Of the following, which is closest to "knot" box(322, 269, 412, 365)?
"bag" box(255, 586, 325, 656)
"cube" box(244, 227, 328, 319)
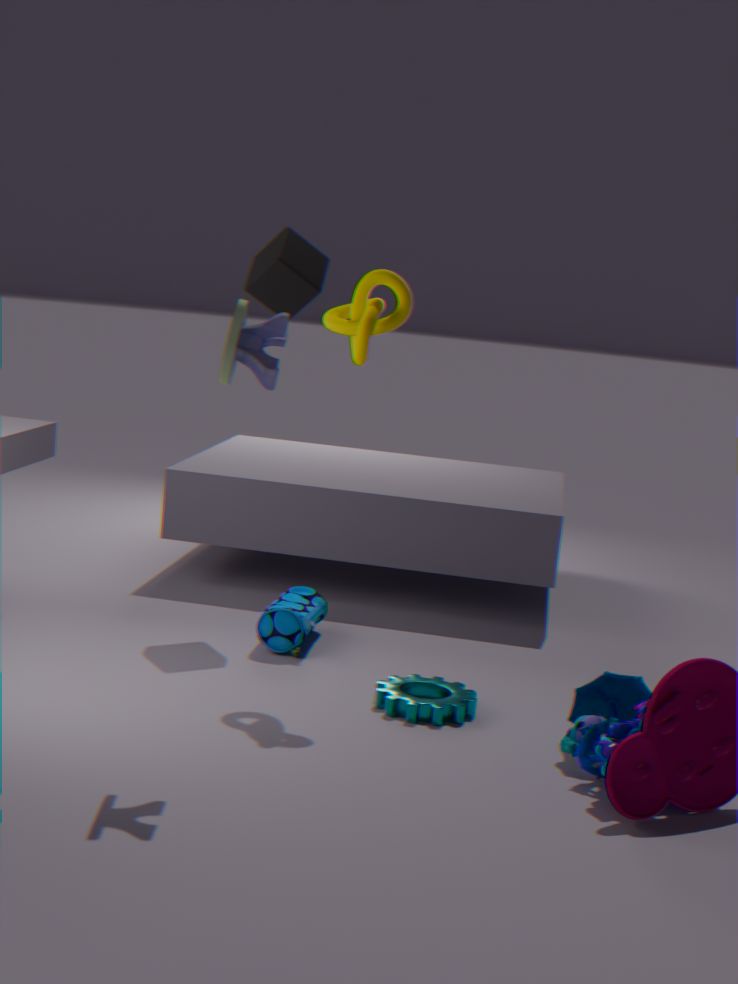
"cube" box(244, 227, 328, 319)
